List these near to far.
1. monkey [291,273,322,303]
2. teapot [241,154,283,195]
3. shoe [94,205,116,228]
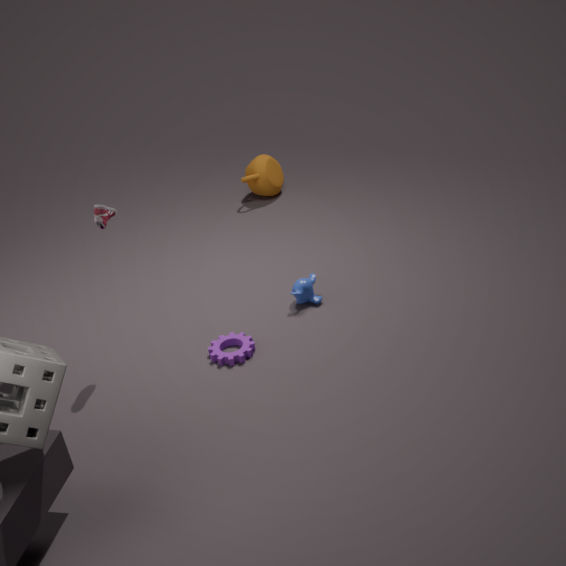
shoe [94,205,116,228]
monkey [291,273,322,303]
teapot [241,154,283,195]
